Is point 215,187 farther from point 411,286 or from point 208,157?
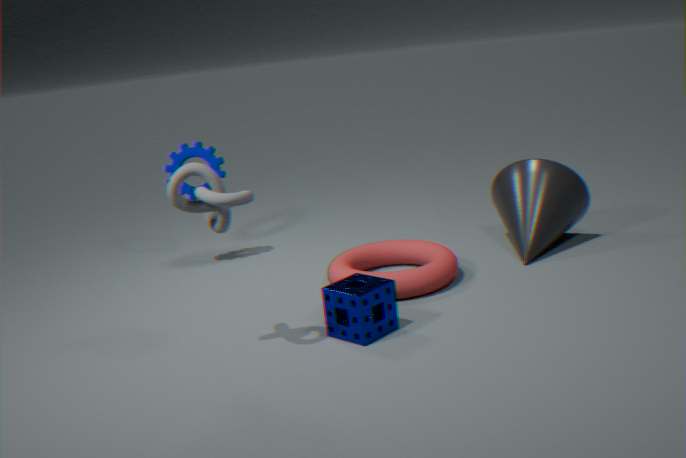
point 208,157
